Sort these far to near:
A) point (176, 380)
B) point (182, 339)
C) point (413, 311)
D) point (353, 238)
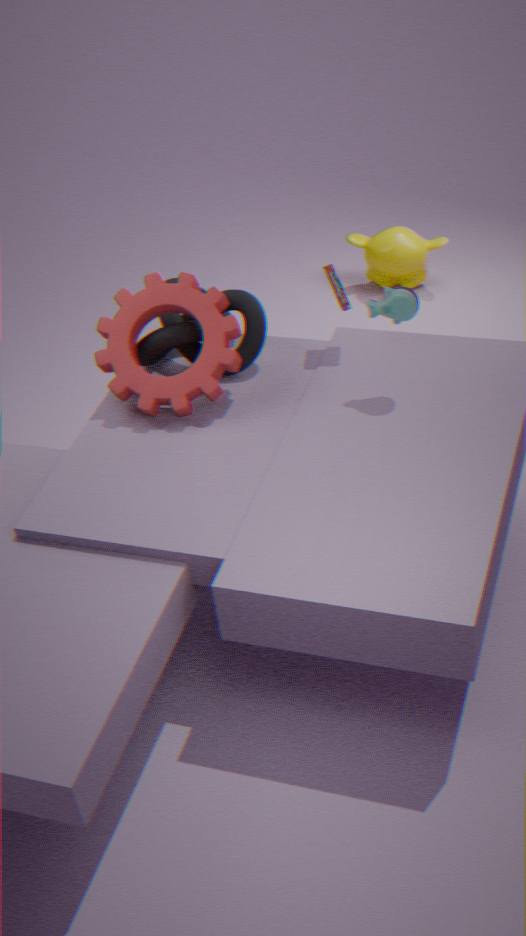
point (353, 238)
point (182, 339)
point (176, 380)
point (413, 311)
